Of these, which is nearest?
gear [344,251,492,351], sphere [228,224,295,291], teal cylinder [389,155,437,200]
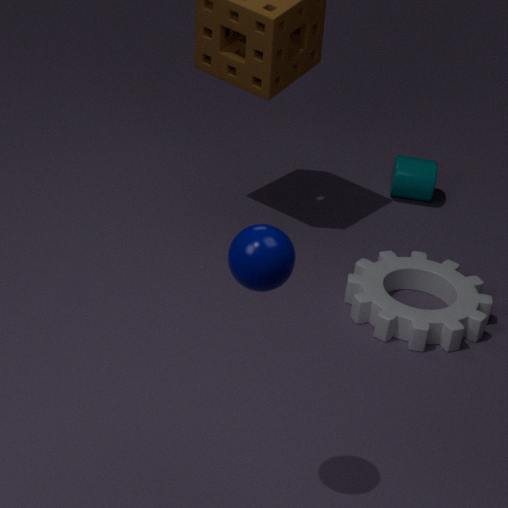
sphere [228,224,295,291]
